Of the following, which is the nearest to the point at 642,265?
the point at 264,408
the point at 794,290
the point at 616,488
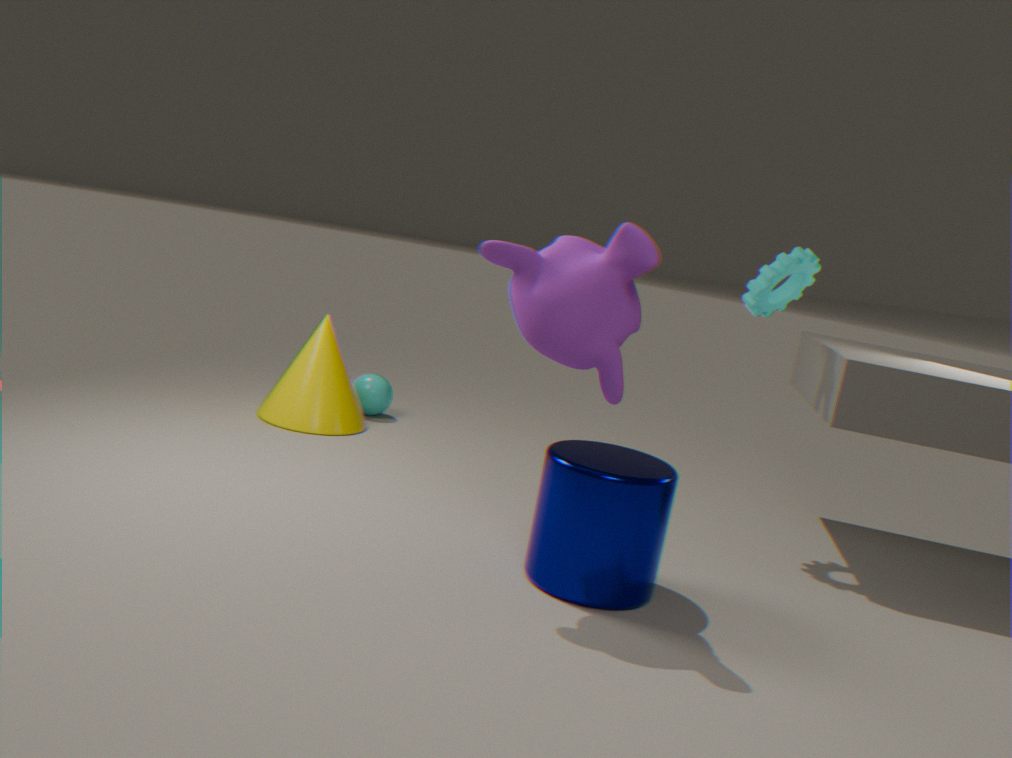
the point at 616,488
